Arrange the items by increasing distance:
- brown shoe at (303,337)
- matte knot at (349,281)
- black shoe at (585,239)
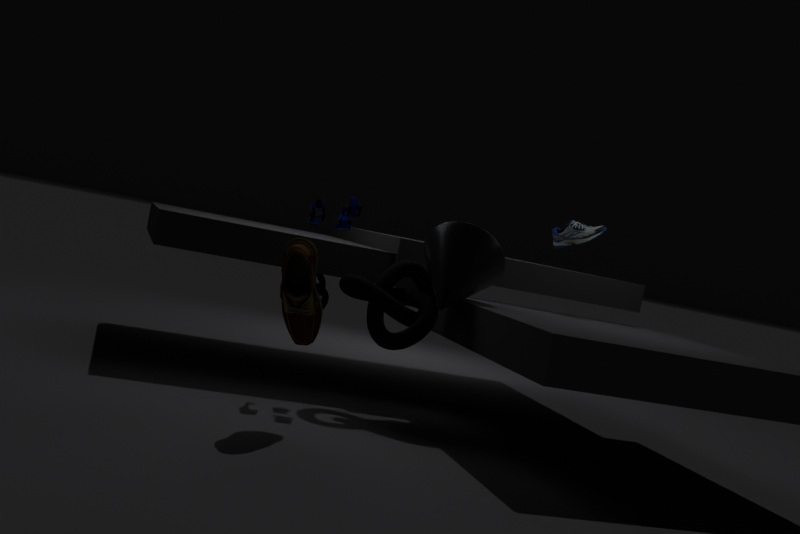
brown shoe at (303,337) < matte knot at (349,281) < black shoe at (585,239)
